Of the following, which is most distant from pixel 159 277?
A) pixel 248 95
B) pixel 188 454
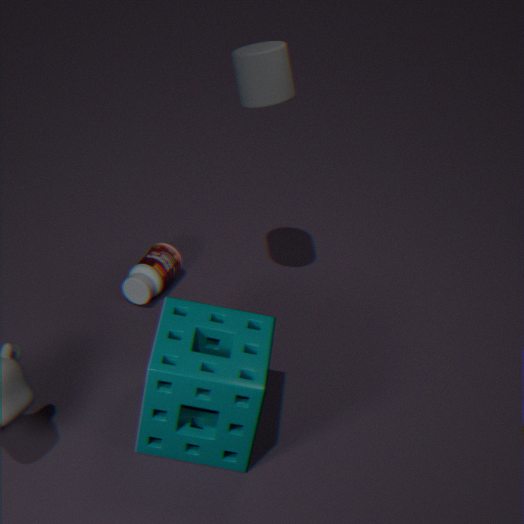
pixel 248 95
